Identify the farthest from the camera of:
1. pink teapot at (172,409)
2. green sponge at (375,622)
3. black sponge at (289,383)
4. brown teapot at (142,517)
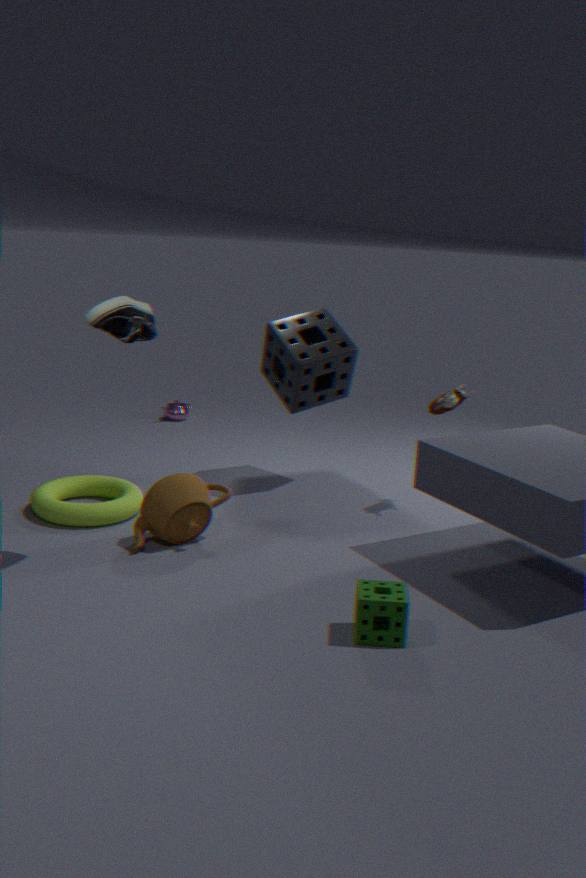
pink teapot at (172,409)
